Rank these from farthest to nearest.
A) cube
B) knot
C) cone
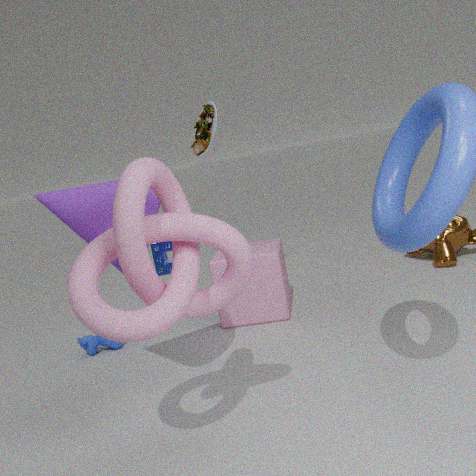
cube < cone < knot
